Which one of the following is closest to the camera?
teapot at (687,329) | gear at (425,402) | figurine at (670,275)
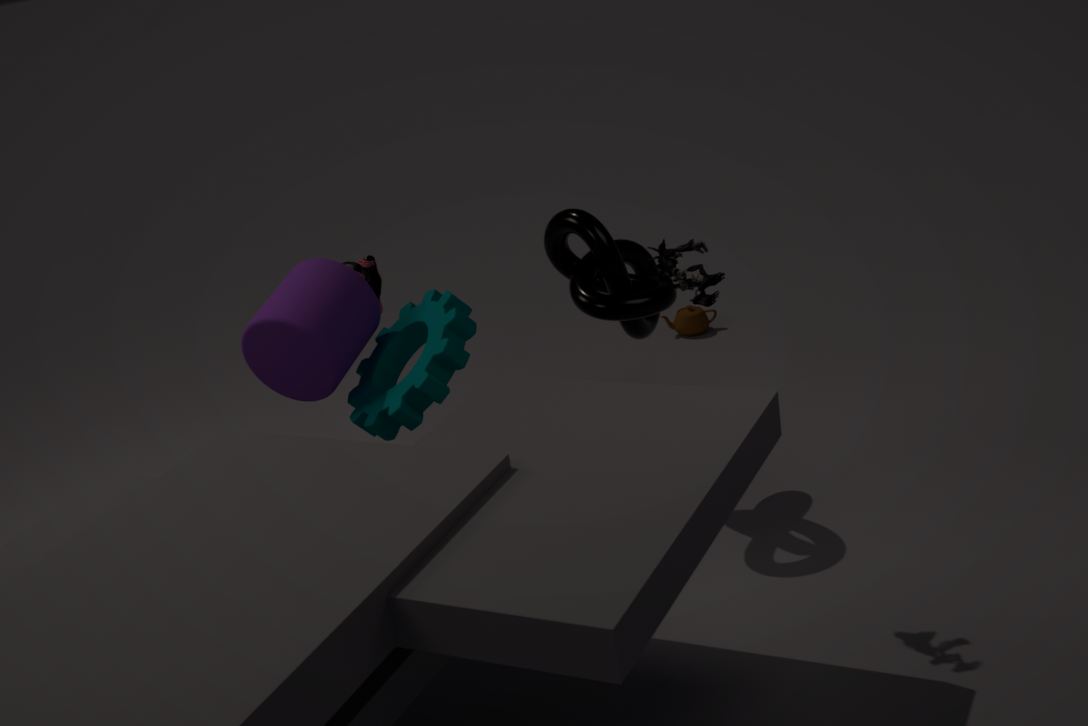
figurine at (670,275)
